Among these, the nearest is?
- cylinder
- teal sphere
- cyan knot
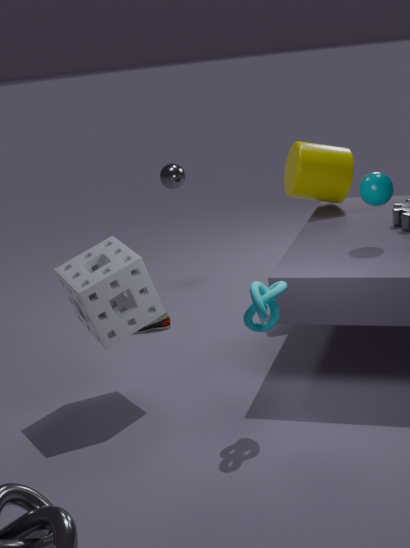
cyan knot
